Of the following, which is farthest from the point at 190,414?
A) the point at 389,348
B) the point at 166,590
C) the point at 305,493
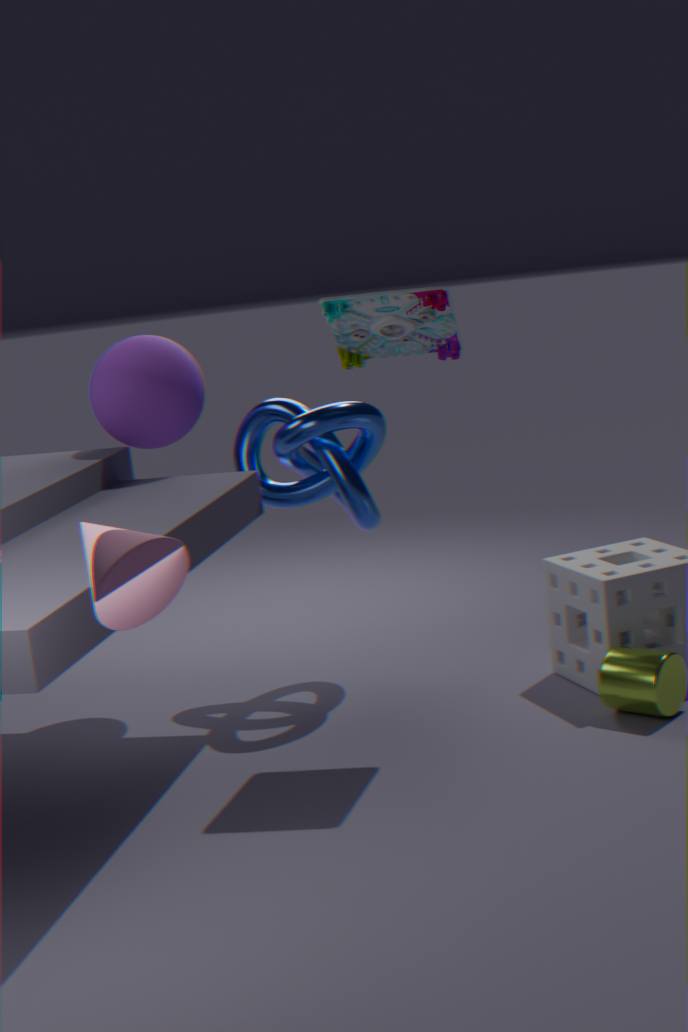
the point at 166,590
